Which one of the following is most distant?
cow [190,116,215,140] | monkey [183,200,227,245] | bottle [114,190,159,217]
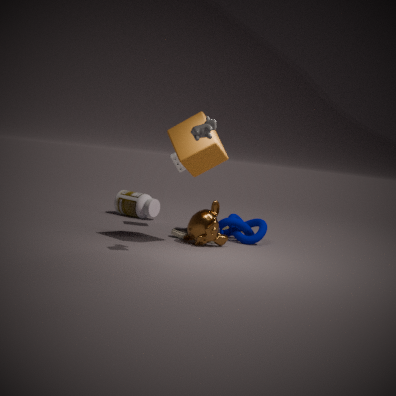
bottle [114,190,159,217]
